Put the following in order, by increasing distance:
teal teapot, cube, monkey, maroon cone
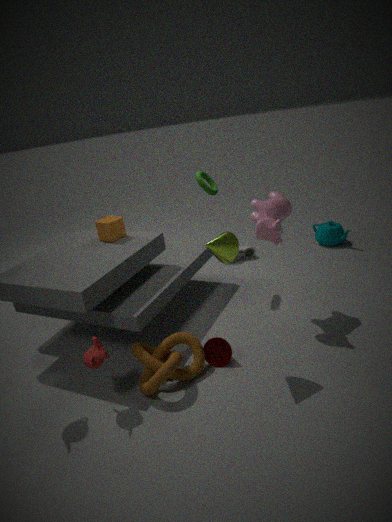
monkey, maroon cone, cube, teal teapot
